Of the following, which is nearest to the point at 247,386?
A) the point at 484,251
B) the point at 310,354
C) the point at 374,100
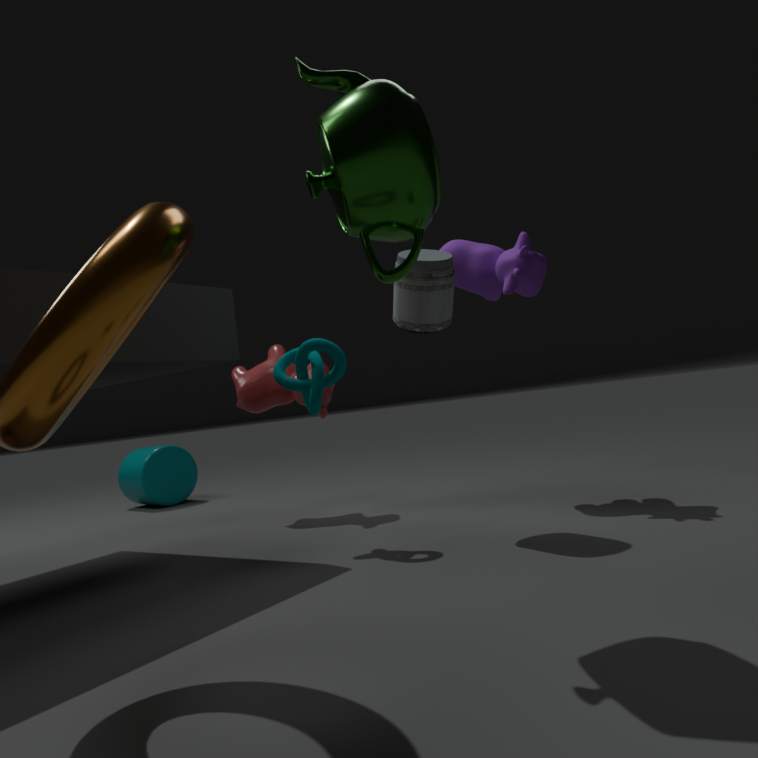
the point at 310,354
